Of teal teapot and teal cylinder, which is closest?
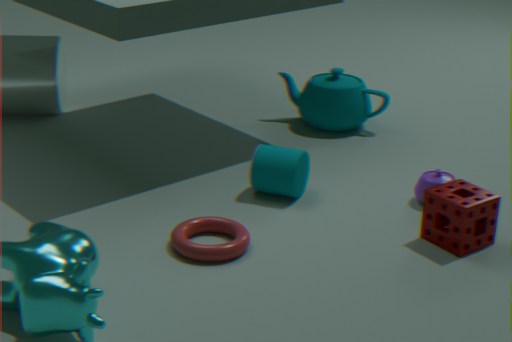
teal cylinder
